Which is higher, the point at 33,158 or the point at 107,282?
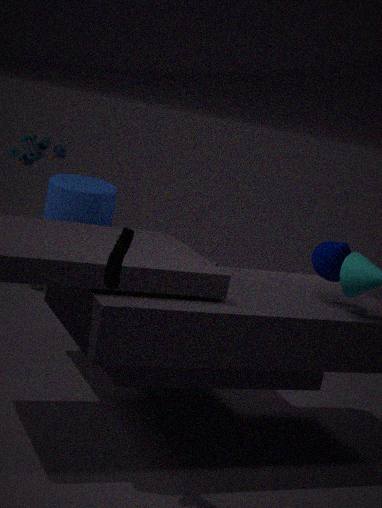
the point at 33,158
